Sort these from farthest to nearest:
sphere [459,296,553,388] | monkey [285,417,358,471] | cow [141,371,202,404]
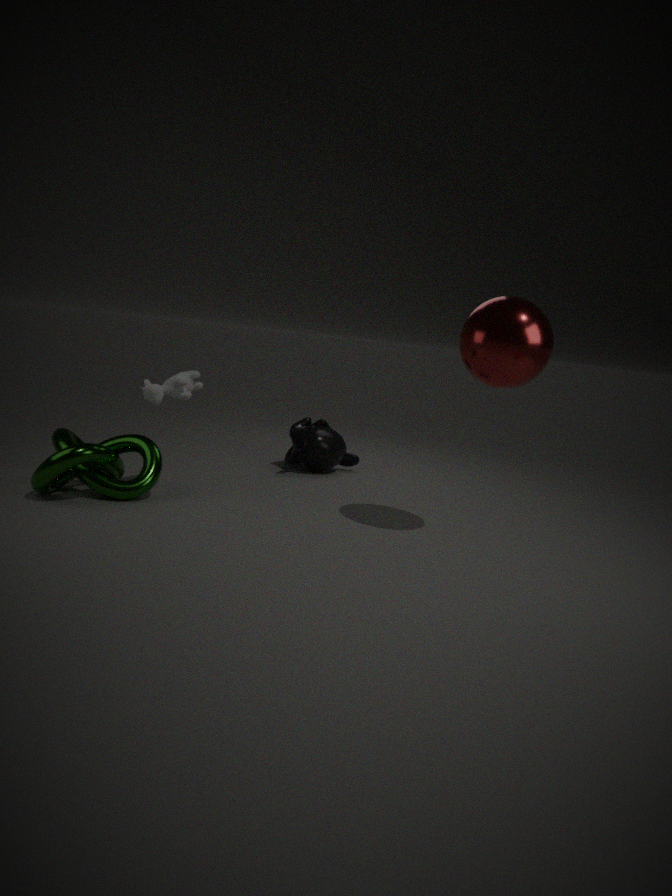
monkey [285,417,358,471]
cow [141,371,202,404]
sphere [459,296,553,388]
